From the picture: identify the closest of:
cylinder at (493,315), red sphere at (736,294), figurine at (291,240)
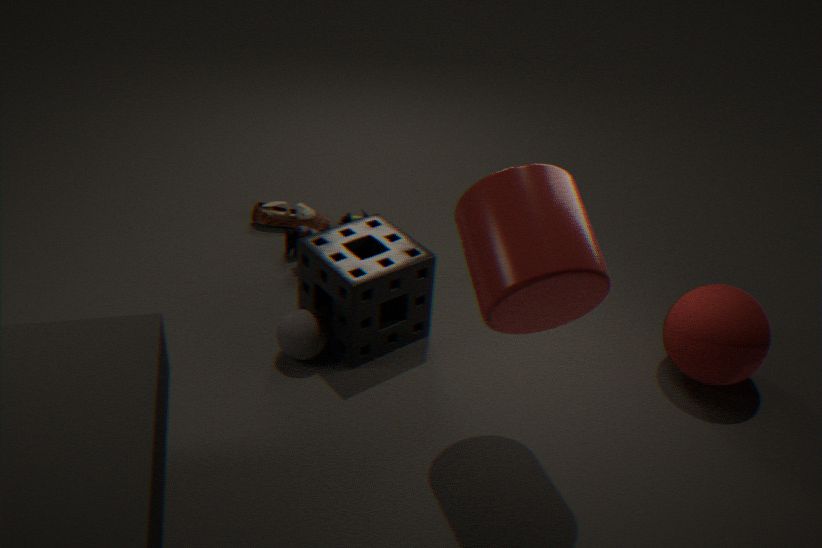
cylinder at (493,315)
